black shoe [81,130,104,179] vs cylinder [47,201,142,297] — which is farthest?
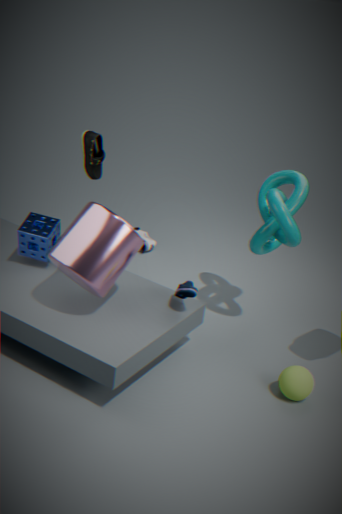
black shoe [81,130,104,179]
